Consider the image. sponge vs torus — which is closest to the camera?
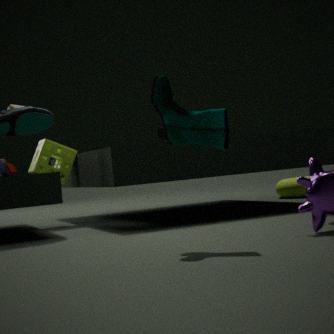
sponge
